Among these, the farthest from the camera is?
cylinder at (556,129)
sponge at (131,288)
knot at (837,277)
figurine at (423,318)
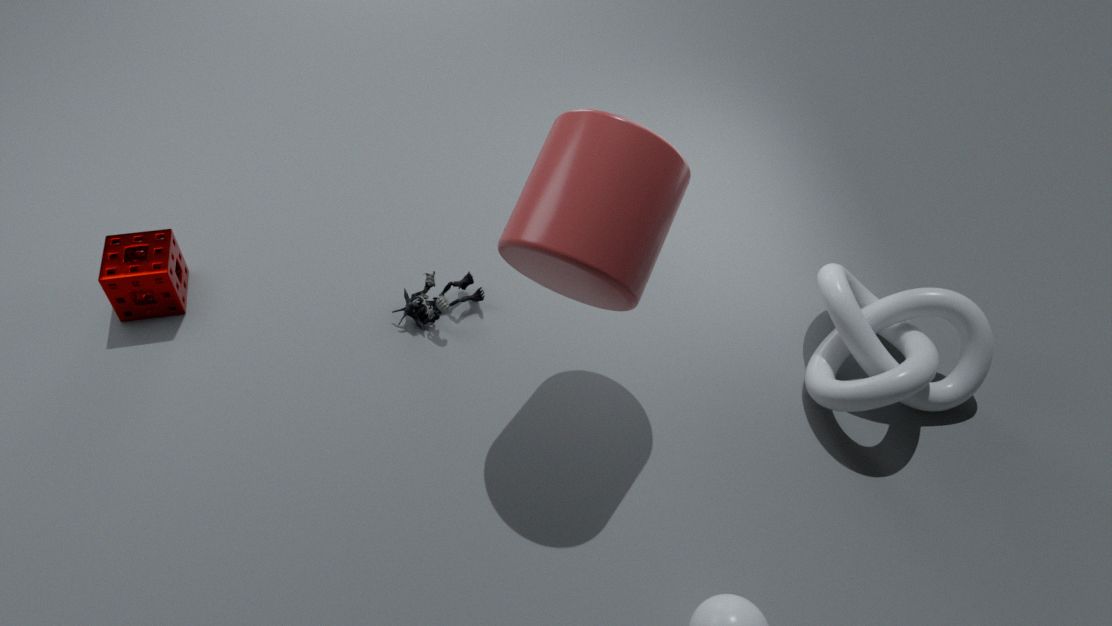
figurine at (423,318)
